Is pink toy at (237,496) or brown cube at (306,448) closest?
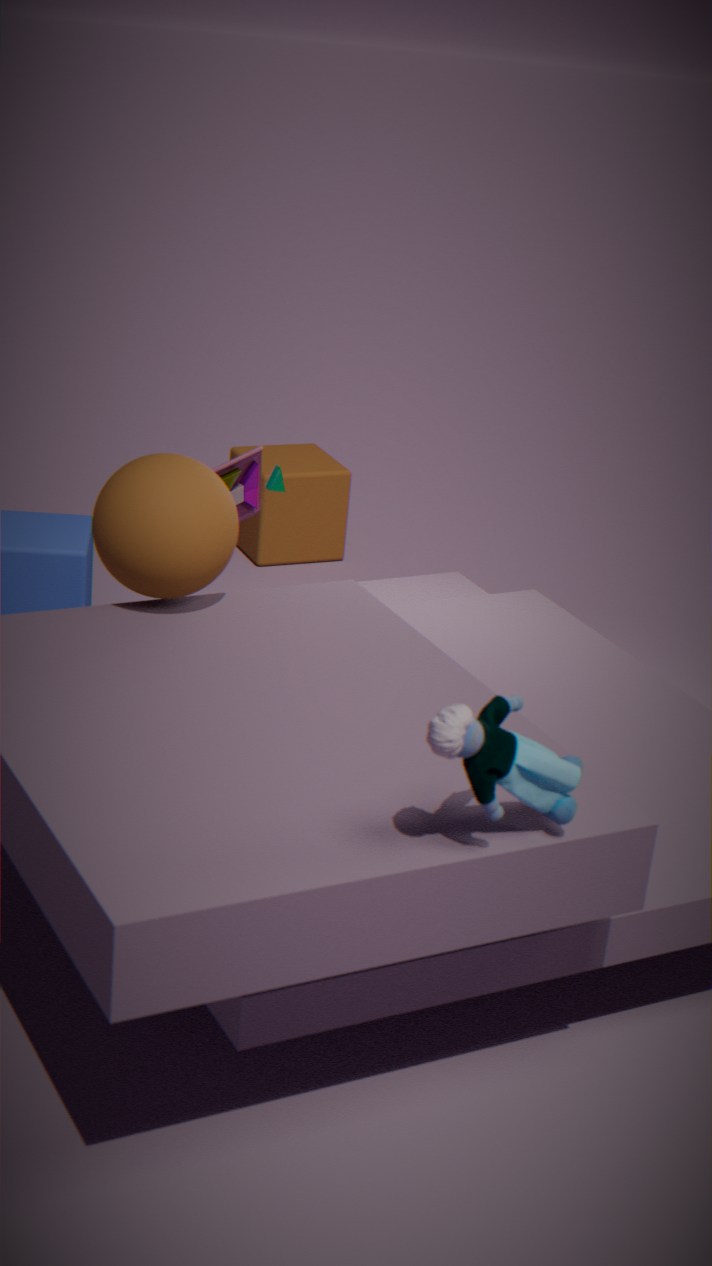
pink toy at (237,496)
